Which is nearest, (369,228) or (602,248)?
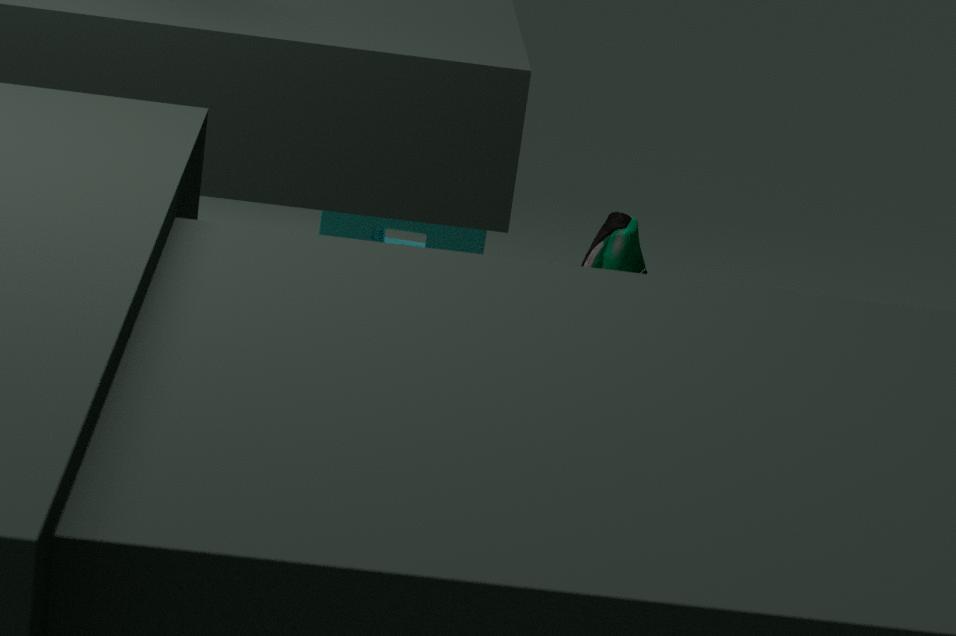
(602,248)
